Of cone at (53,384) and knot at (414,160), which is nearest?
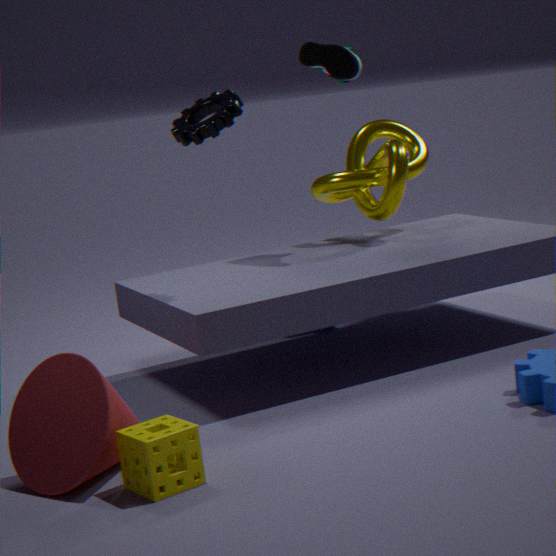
cone at (53,384)
